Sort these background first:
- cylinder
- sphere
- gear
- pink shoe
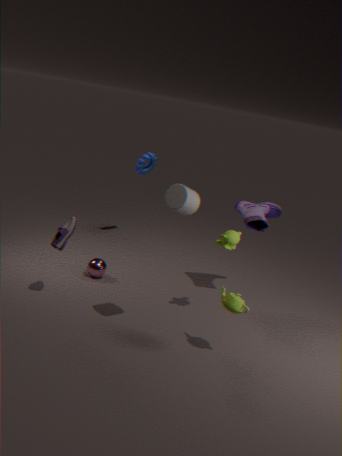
gear, sphere, pink shoe, cylinder
